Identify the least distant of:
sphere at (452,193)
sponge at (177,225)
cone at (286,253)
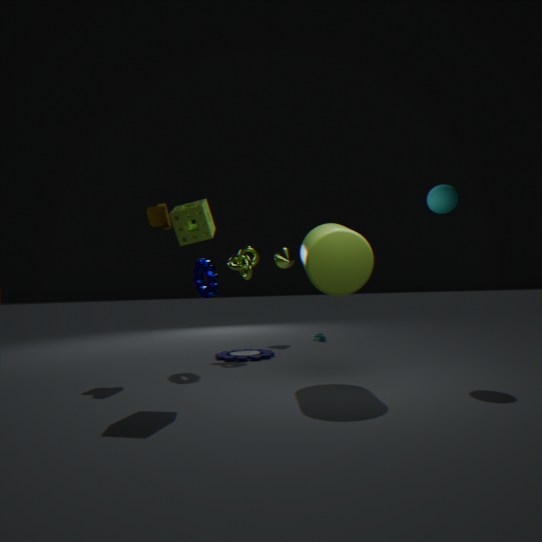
sponge at (177,225)
